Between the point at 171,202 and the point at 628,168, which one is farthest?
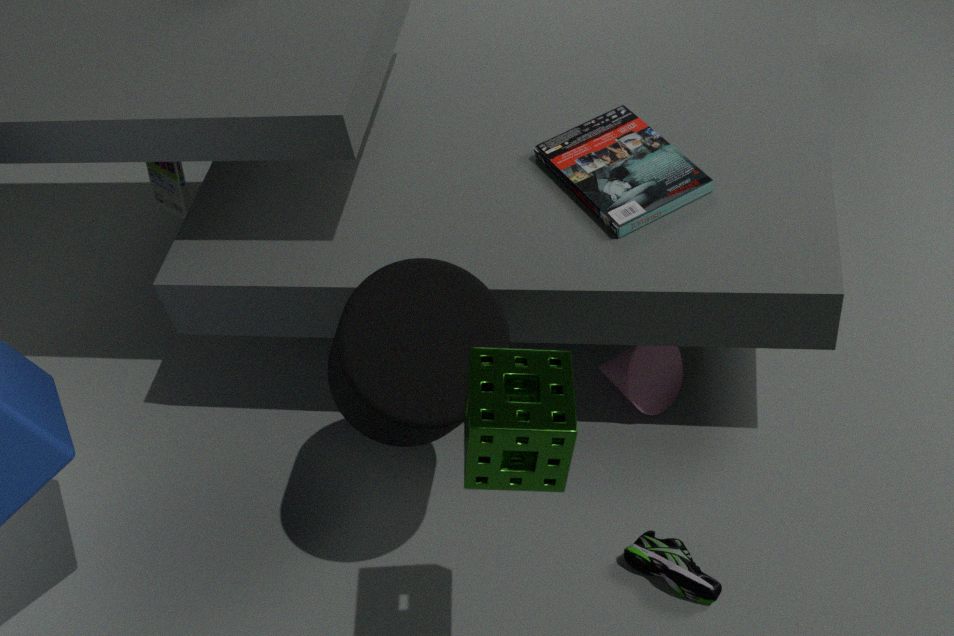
the point at 171,202
